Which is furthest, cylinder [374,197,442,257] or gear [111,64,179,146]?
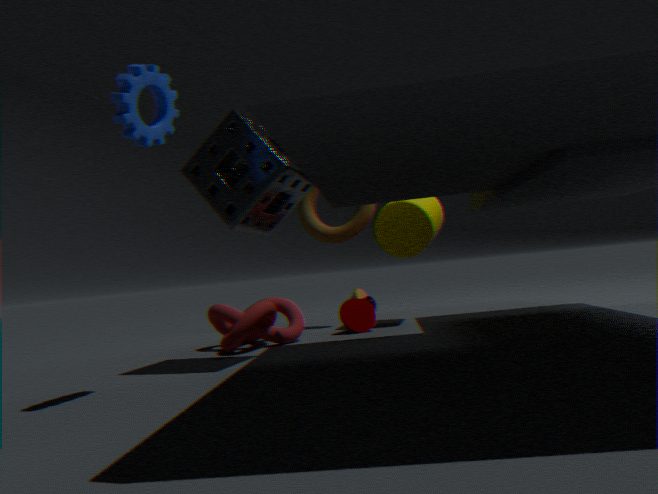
cylinder [374,197,442,257]
